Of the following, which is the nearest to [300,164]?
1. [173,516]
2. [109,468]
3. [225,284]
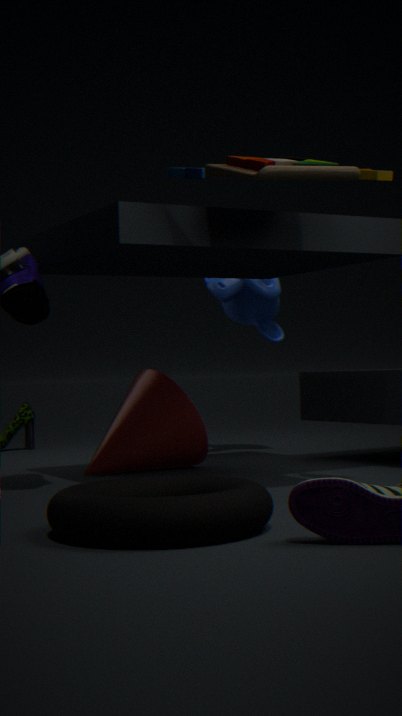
[173,516]
